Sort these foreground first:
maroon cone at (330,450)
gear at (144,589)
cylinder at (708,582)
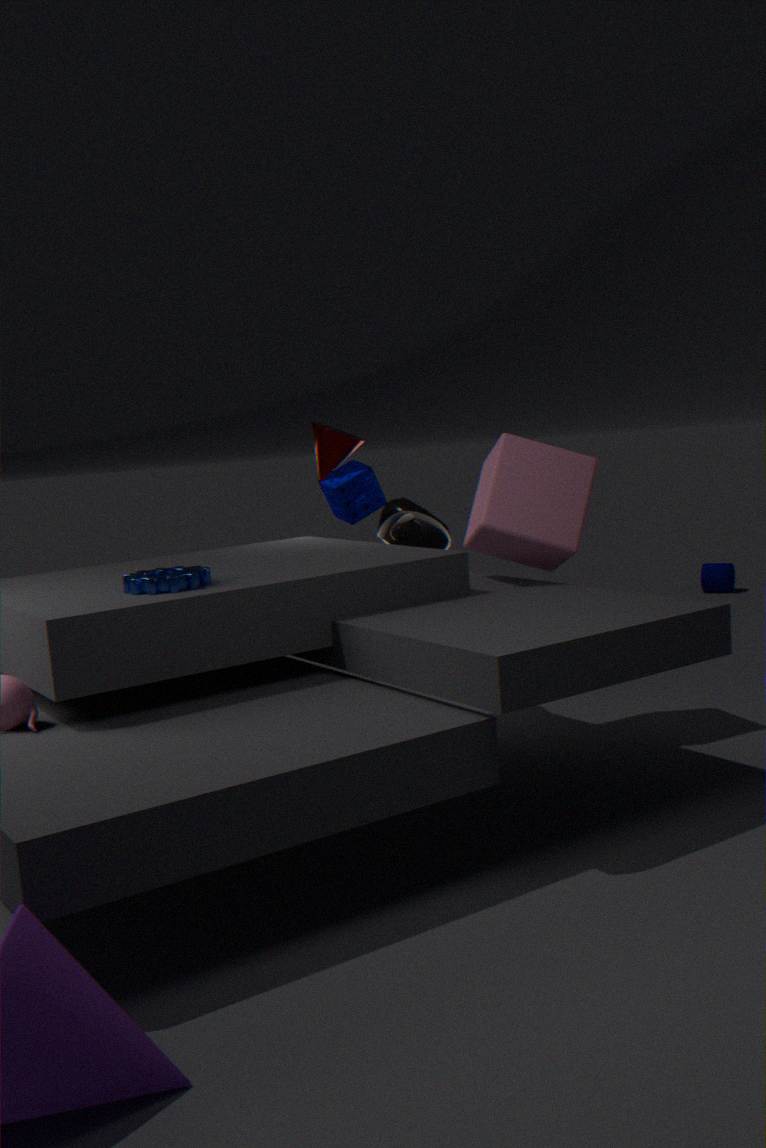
gear at (144,589)
maroon cone at (330,450)
cylinder at (708,582)
